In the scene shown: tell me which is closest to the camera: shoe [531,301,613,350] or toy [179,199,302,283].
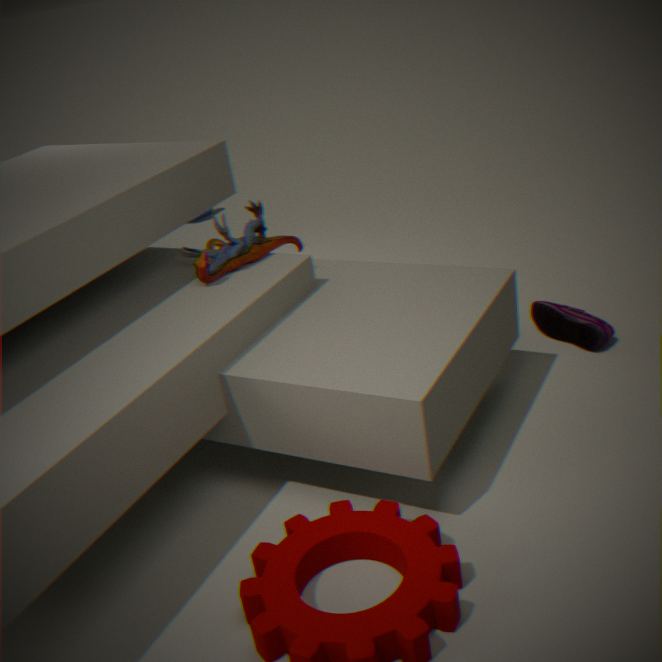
toy [179,199,302,283]
